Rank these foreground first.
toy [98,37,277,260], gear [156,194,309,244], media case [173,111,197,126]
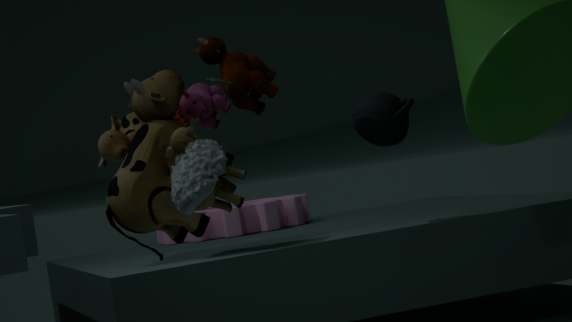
1. toy [98,37,277,260]
2. media case [173,111,197,126]
3. gear [156,194,309,244]
